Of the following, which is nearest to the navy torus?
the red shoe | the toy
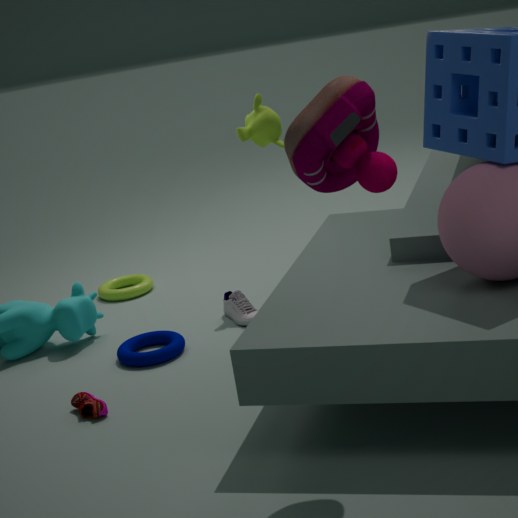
the red shoe
